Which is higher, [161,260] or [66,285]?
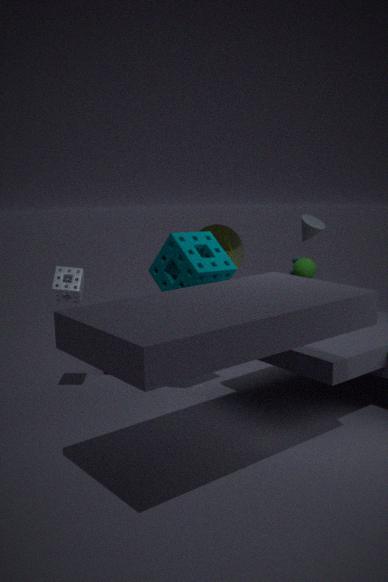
[161,260]
